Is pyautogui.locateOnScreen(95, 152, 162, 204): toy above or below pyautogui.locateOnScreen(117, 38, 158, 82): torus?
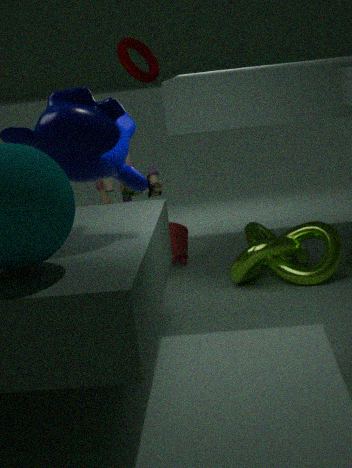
below
